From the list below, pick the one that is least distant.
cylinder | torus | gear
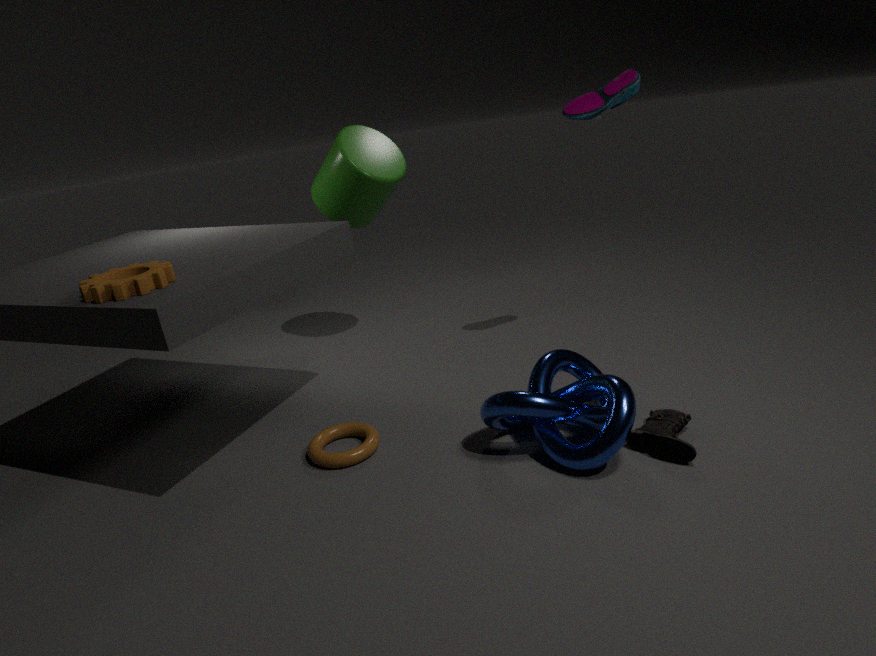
gear
